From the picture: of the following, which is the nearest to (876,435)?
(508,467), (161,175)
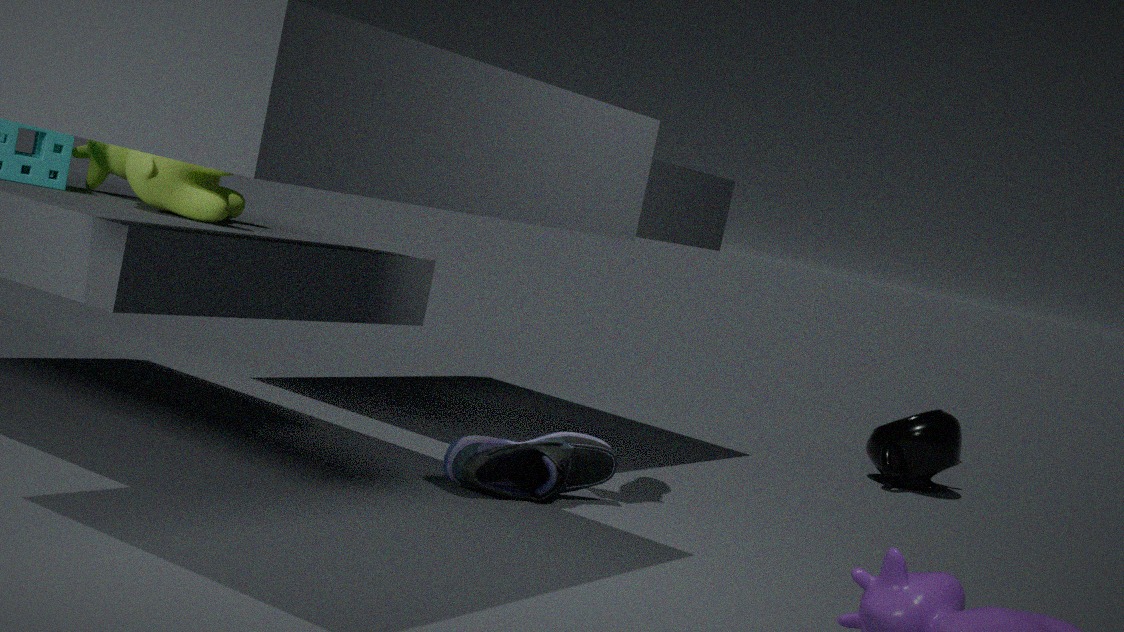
(508,467)
